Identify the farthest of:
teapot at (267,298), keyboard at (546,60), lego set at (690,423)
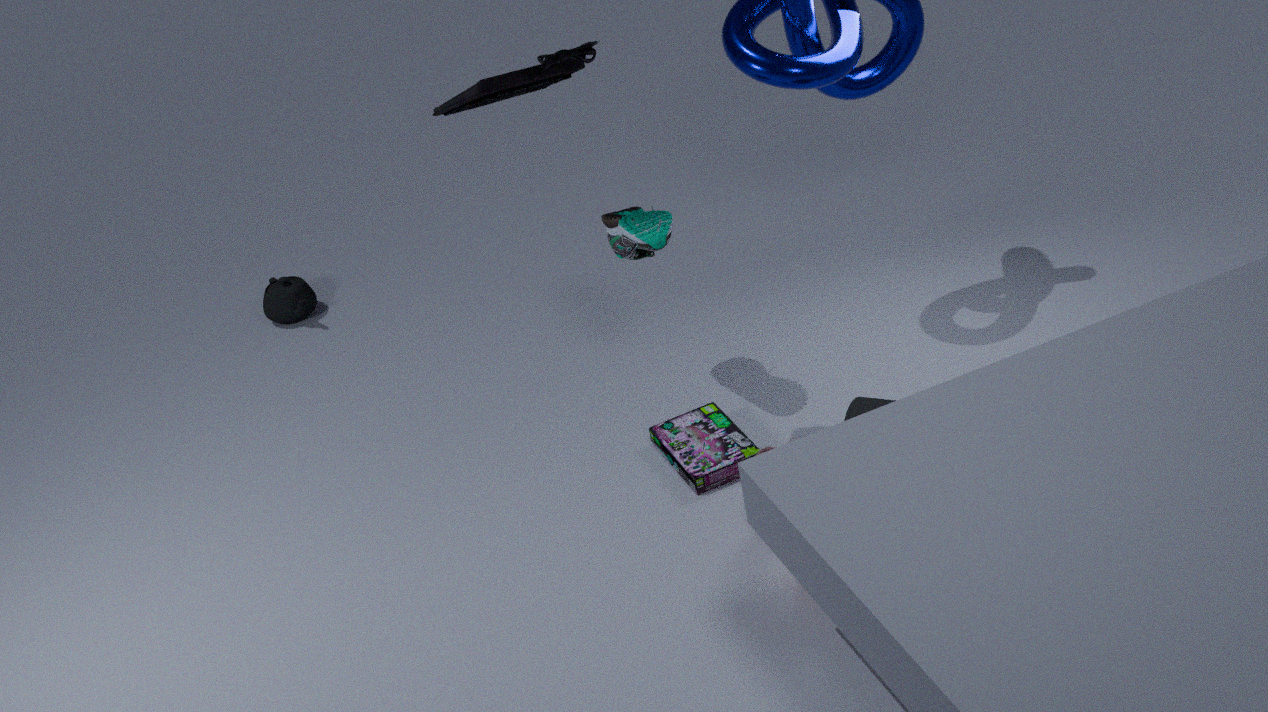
teapot at (267,298)
